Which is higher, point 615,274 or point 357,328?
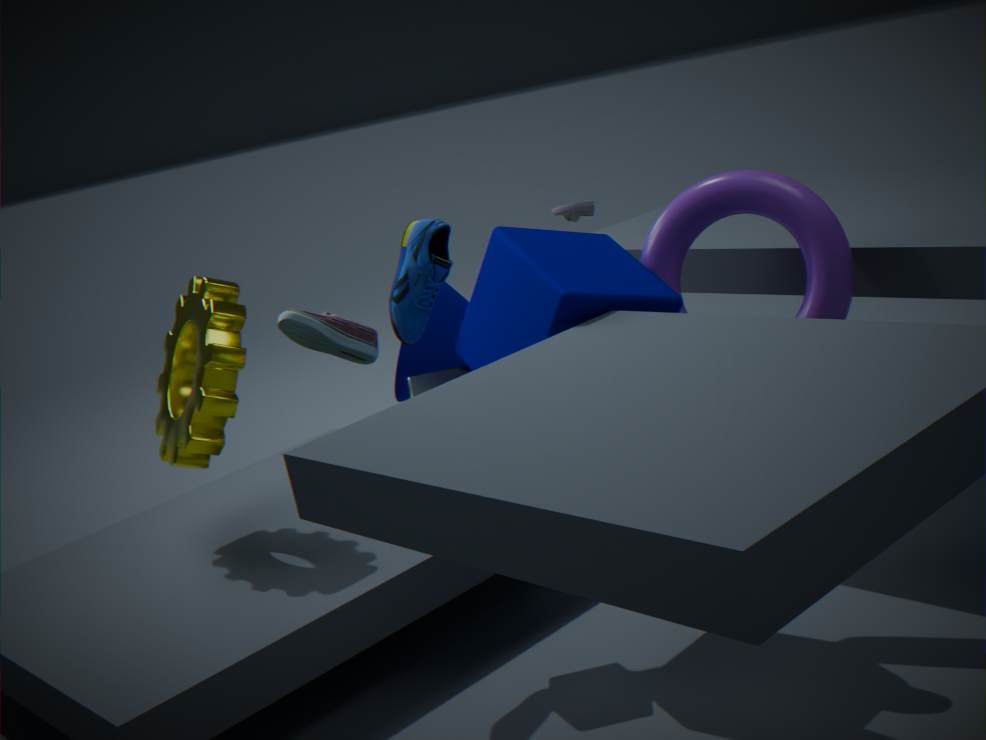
point 357,328
